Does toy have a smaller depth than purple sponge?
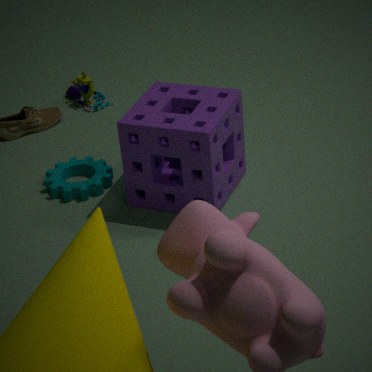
No
